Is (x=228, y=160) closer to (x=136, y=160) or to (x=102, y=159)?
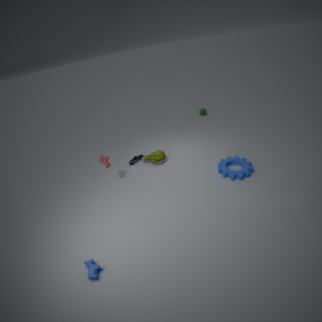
(x=136, y=160)
